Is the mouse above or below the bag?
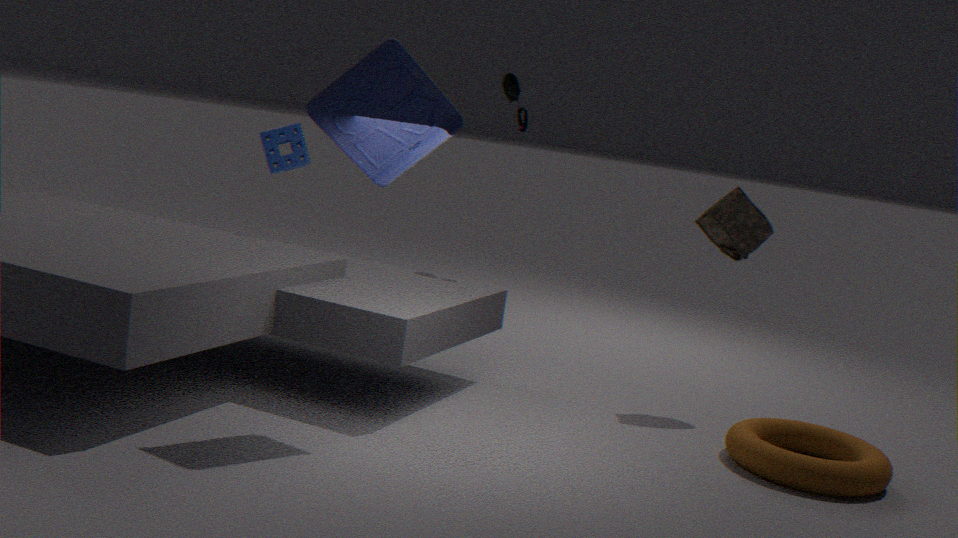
above
